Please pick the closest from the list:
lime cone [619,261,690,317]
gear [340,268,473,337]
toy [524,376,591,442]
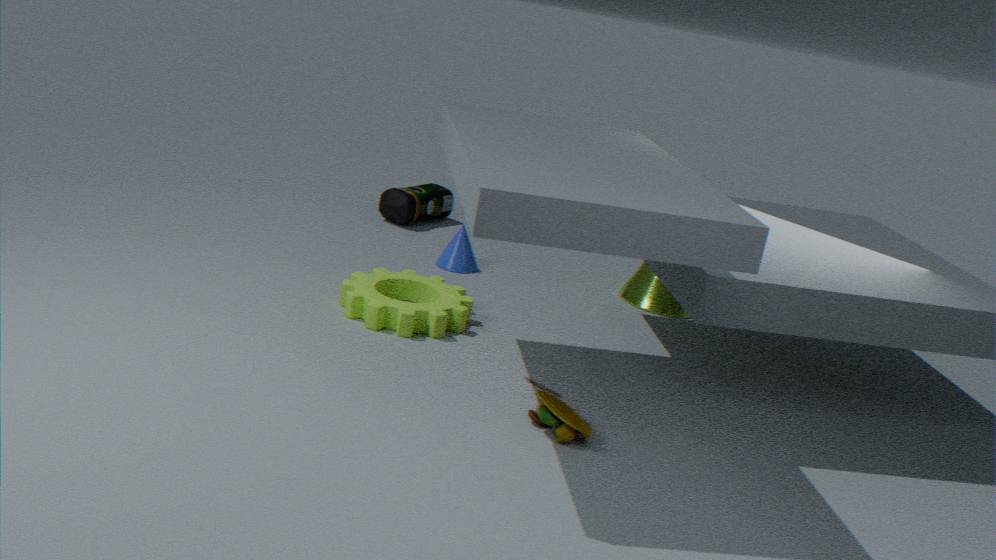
toy [524,376,591,442]
